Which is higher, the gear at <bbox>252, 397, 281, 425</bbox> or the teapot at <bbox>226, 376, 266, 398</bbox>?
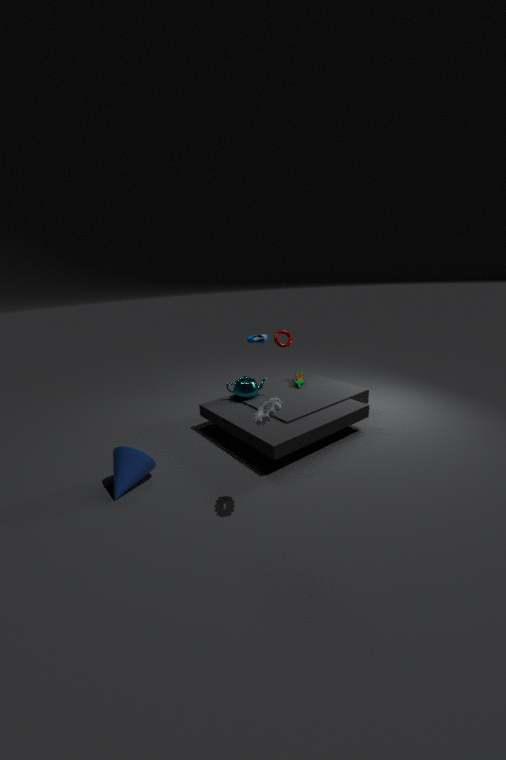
the gear at <bbox>252, 397, 281, 425</bbox>
